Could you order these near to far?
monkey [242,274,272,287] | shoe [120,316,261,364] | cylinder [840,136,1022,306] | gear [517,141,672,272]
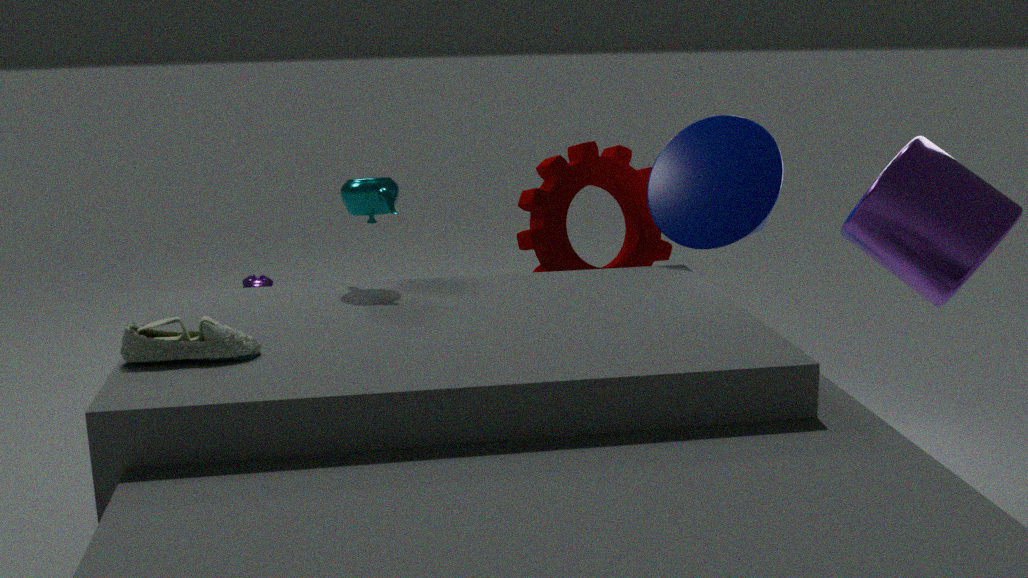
shoe [120,316,261,364], cylinder [840,136,1022,306], gear [517,141,672,272], monkey [242,274,272,287]
